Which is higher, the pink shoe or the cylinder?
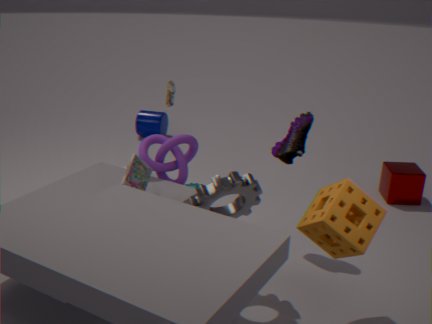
the pink shoe
